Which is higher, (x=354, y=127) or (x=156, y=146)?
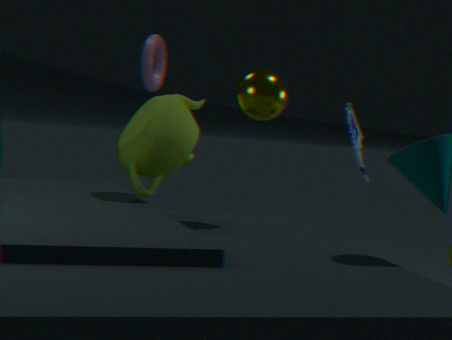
(x=354, y=127)
